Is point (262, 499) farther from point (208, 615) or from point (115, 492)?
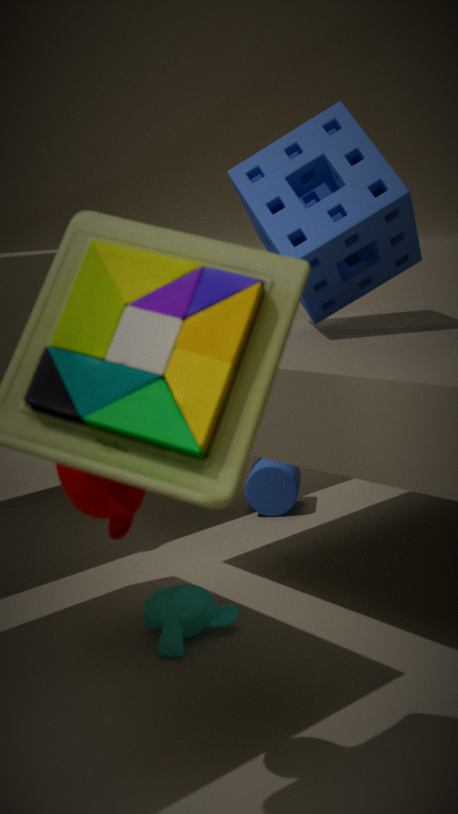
point (115, 492)
